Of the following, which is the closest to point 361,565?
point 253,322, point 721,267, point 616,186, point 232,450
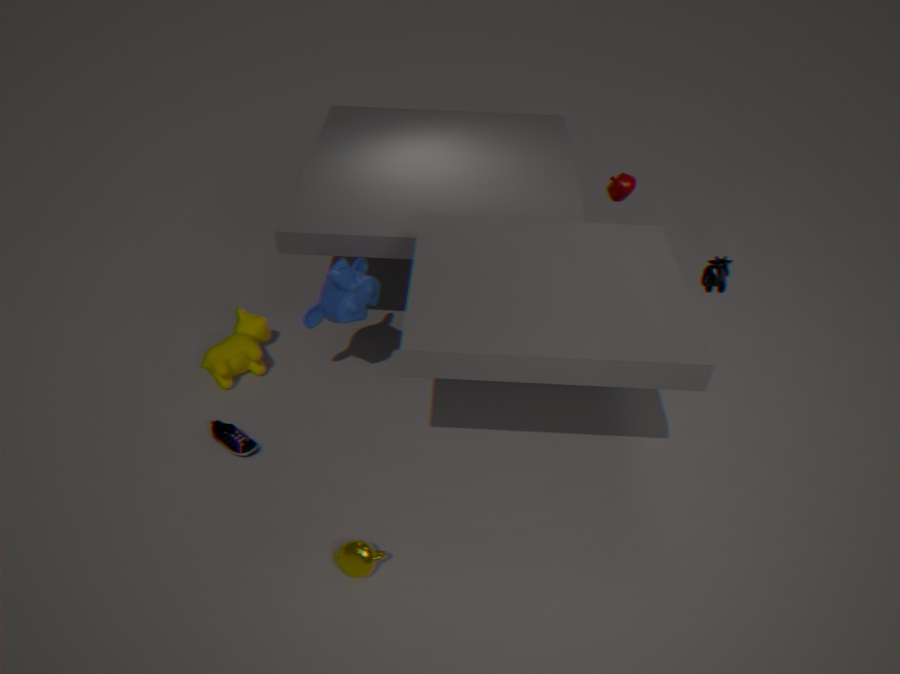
point 232,450
